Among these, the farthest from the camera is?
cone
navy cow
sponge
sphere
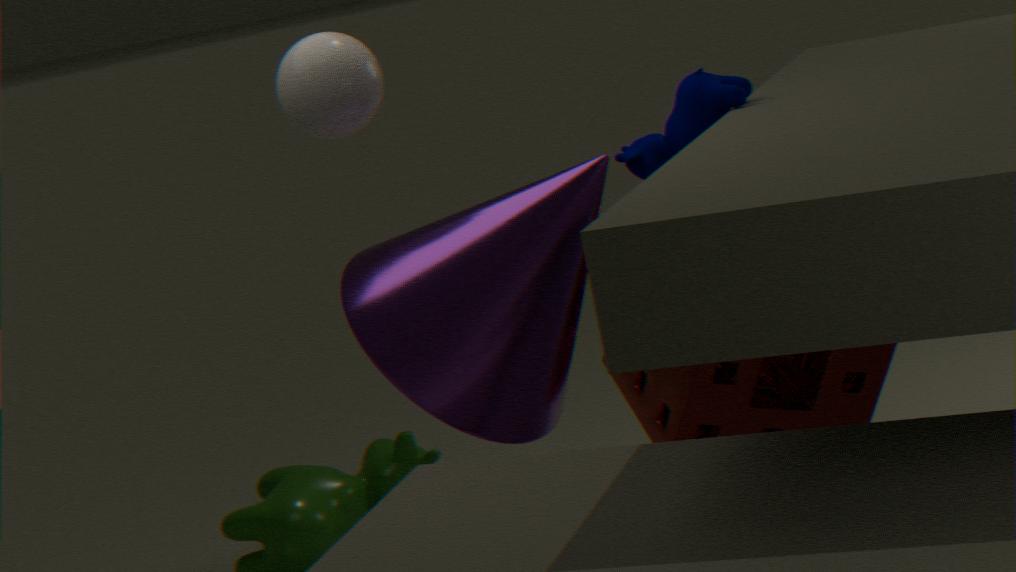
navy cow
